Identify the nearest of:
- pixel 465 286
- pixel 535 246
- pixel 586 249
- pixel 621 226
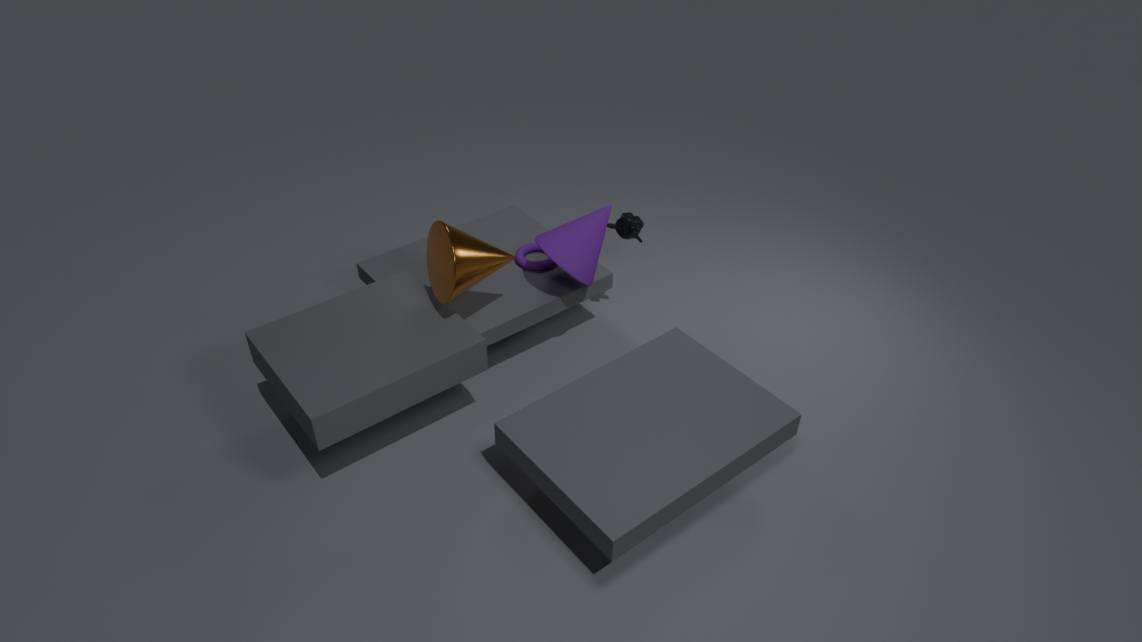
pixel 465 286
